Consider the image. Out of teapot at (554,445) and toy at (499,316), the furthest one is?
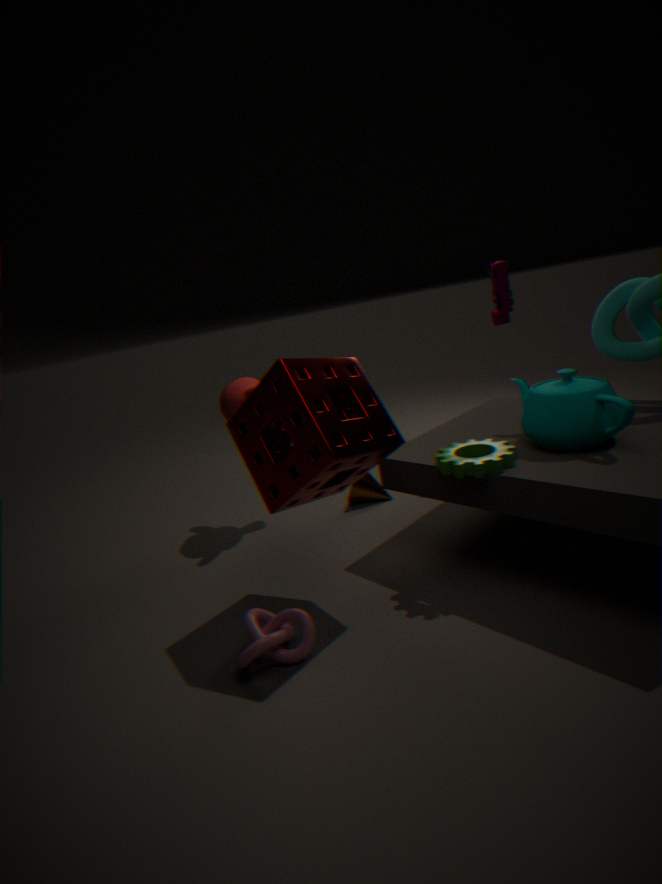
toy at (499,316)
